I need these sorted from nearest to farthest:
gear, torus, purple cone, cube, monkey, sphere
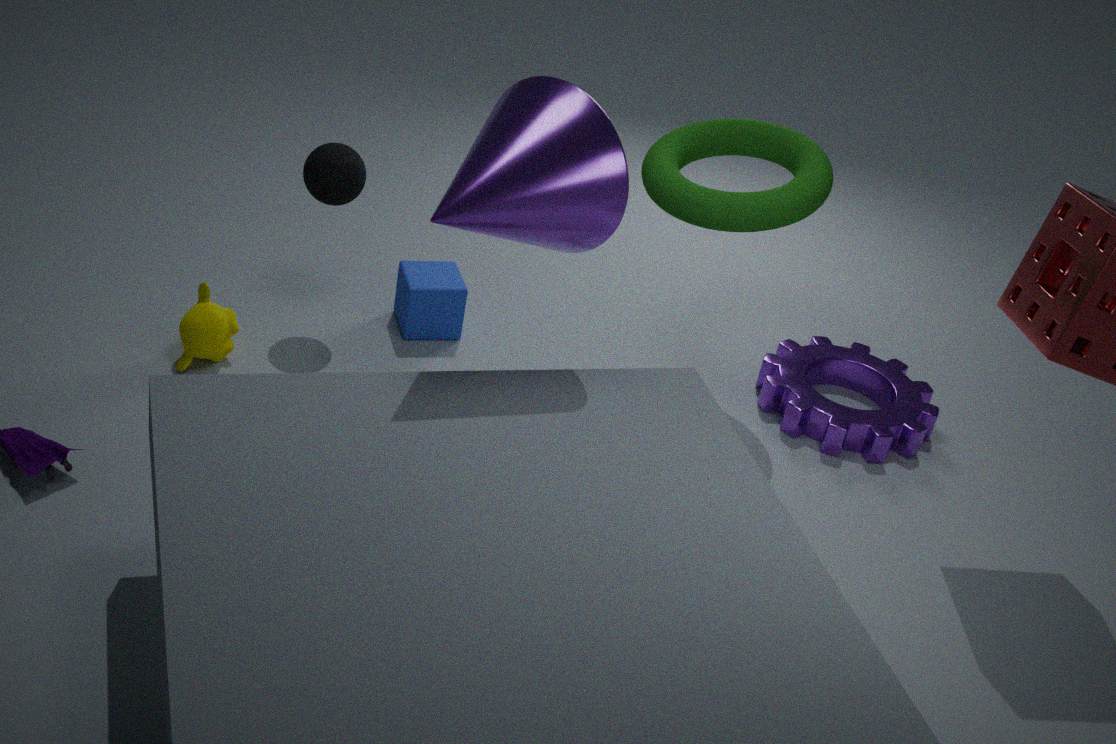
purple cone, torus, monkey, sphere, gear, cube
